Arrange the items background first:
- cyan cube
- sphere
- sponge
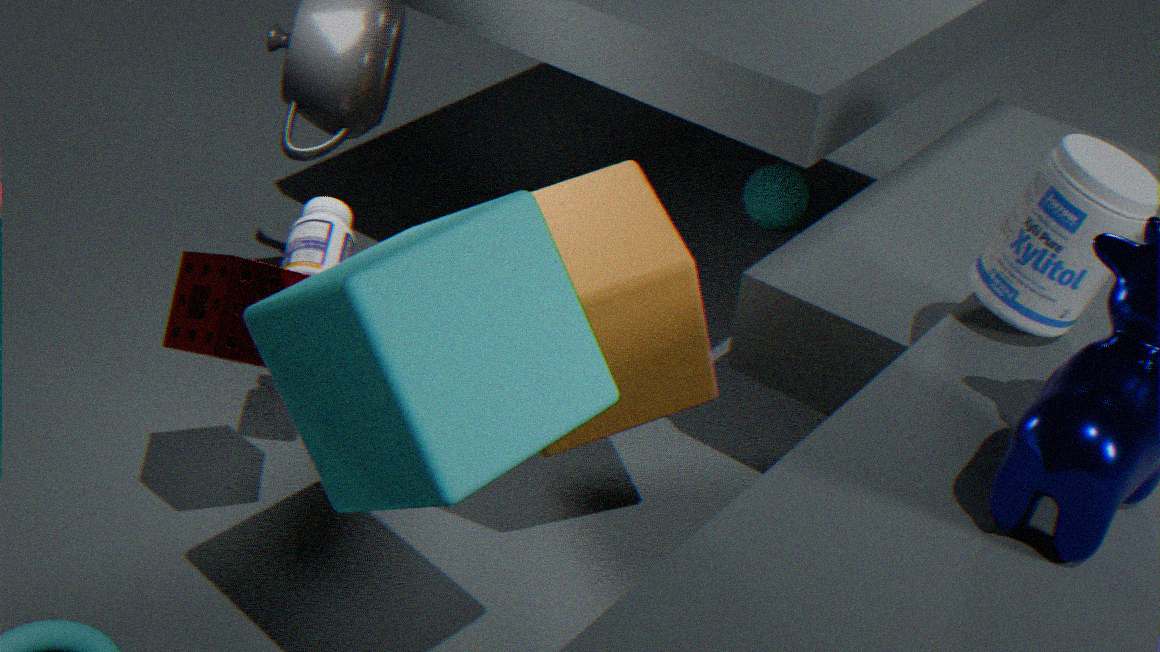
sphere → sponge → cyan cube
